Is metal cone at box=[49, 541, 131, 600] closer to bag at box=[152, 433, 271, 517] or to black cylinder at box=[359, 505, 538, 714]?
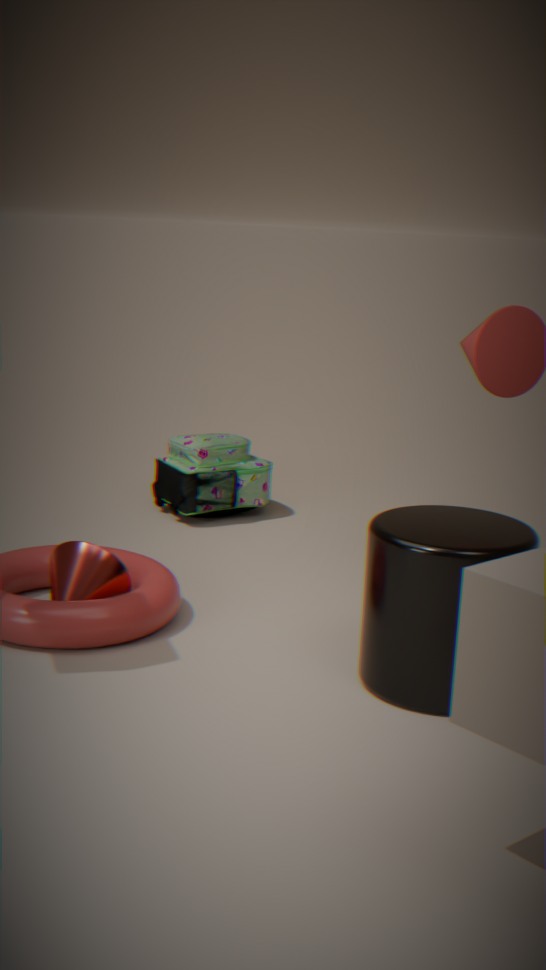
black cylinder at box=[359, 505, 538, 714]
